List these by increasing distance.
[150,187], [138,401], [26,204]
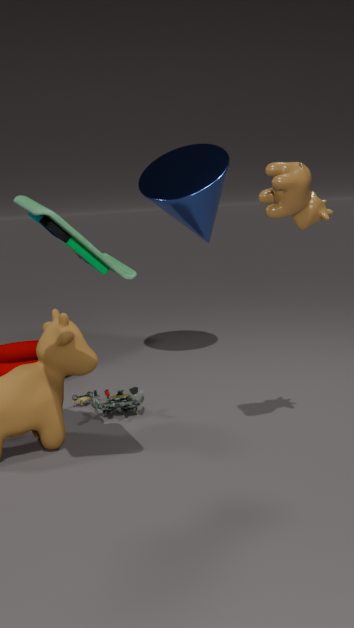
[26,204] → [138,401] → [150,187]
